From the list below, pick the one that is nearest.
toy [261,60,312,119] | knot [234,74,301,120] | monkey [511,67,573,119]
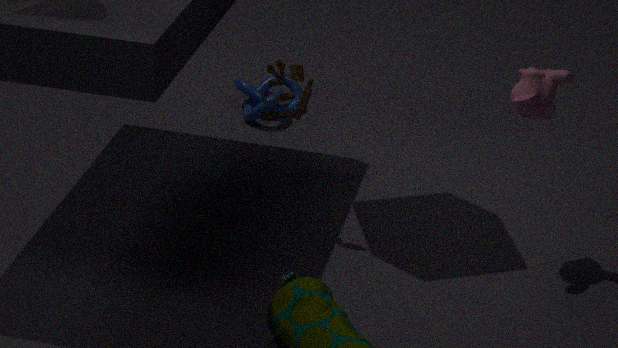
monkey [511,67,573,119]
